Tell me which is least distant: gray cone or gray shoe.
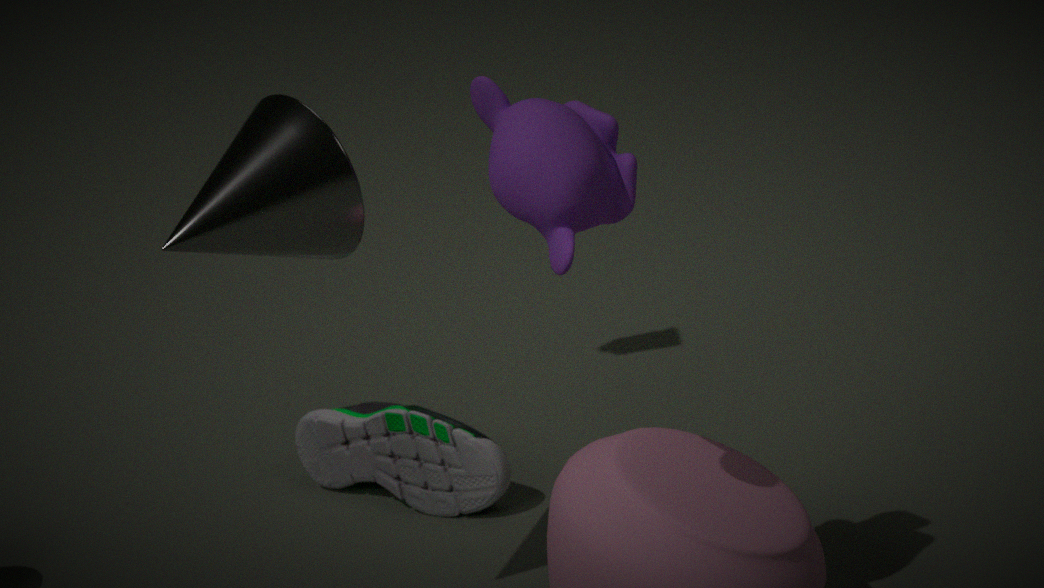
gray cone
